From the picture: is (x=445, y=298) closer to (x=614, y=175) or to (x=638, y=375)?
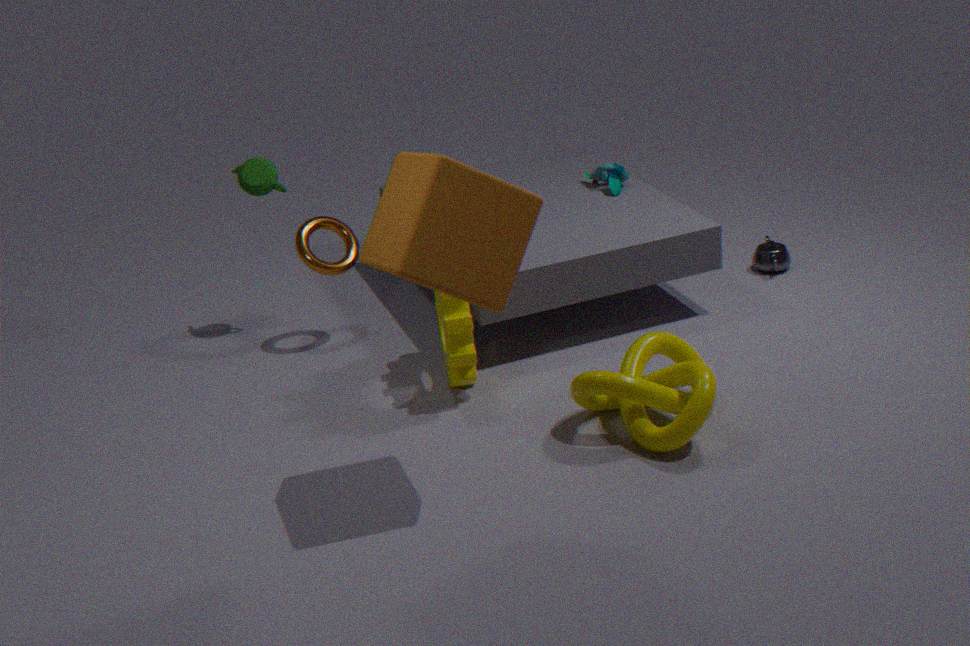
(x=638, y=375)
